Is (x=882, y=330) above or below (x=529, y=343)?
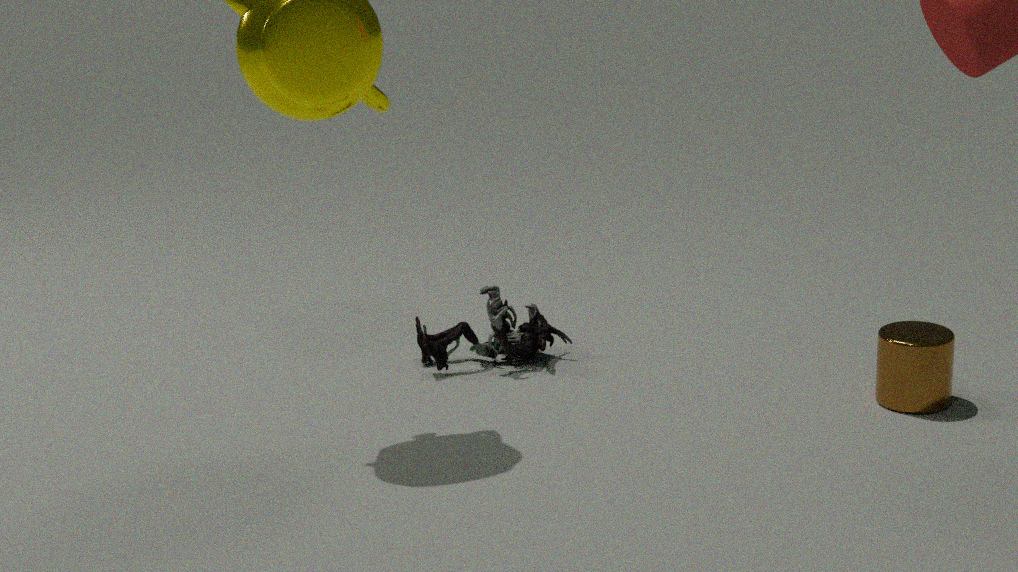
above
